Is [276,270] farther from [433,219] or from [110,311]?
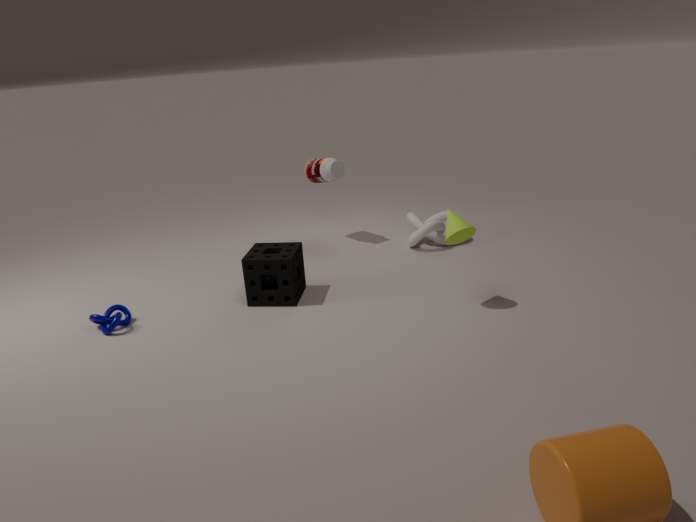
[433,219]
